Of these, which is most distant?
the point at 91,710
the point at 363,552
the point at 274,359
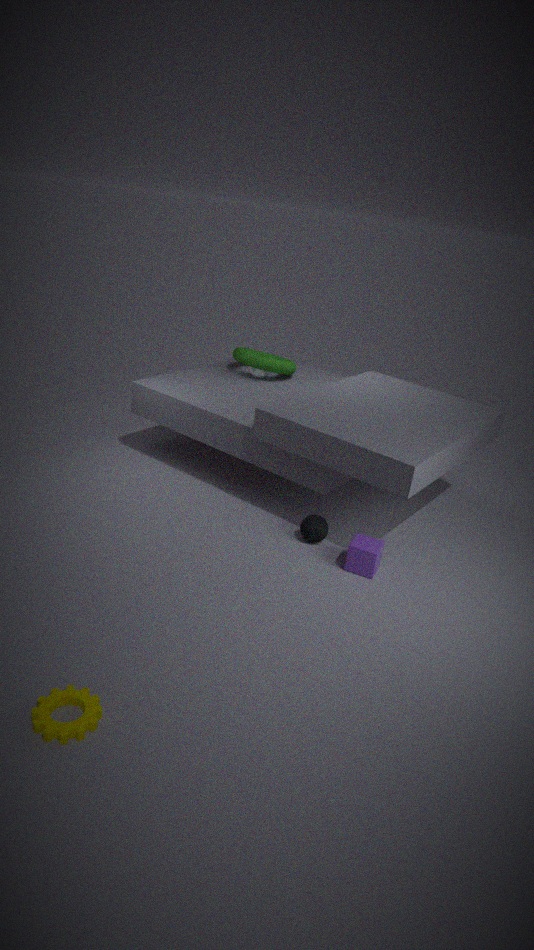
the point at 274,359
